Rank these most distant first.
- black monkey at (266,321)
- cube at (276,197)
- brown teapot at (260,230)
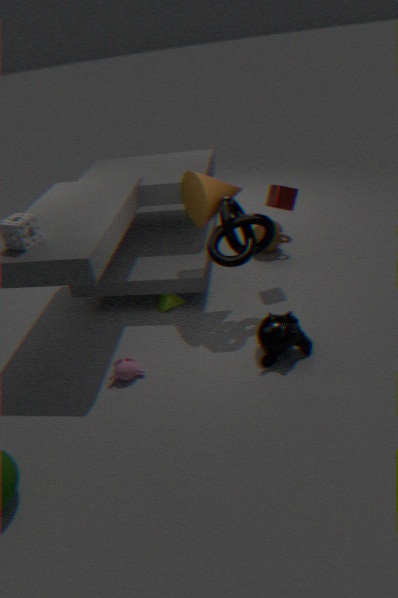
brown teapot at (260,230) → cube at (276,197) → black monkey at (266,321)
